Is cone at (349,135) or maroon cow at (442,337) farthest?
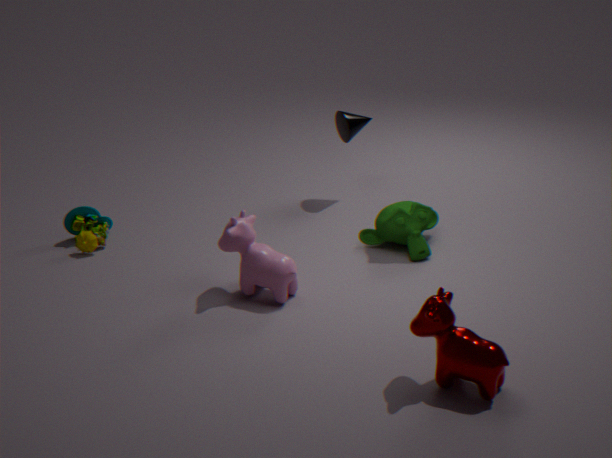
cone at (349,135)
